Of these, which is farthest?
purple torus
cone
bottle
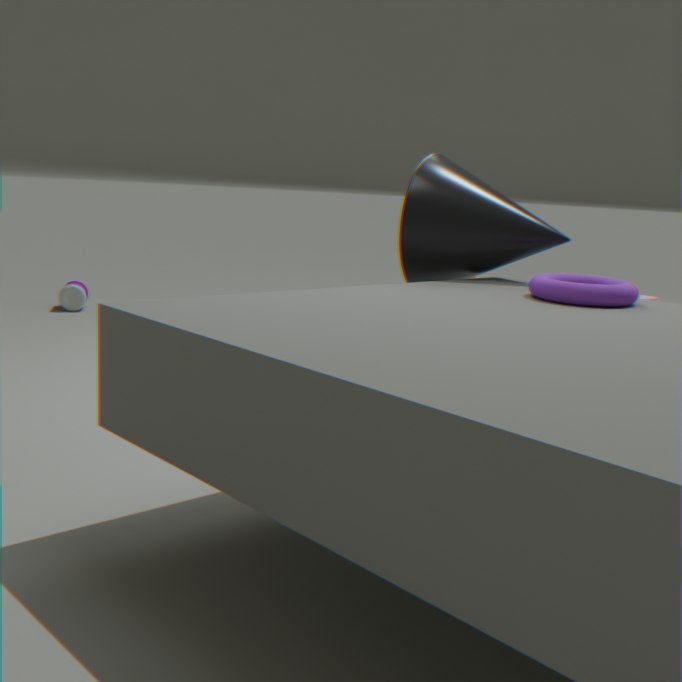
bottle
